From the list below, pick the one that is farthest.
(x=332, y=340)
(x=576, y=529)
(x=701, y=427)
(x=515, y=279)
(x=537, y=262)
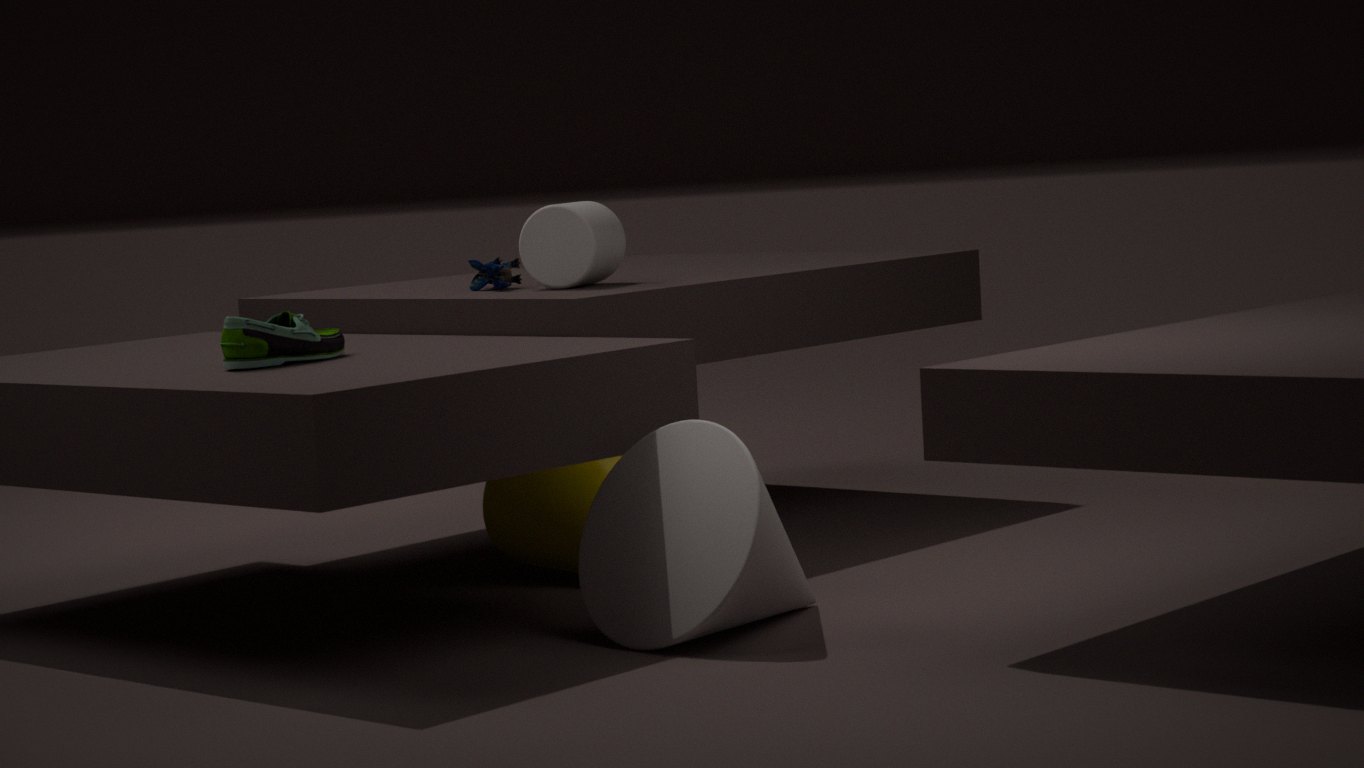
(x=515, y=279)
